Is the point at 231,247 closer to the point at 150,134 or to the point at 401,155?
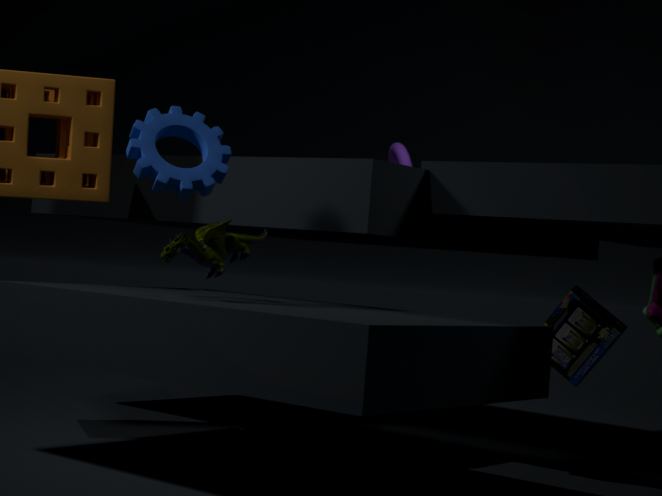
the point at 150,134
